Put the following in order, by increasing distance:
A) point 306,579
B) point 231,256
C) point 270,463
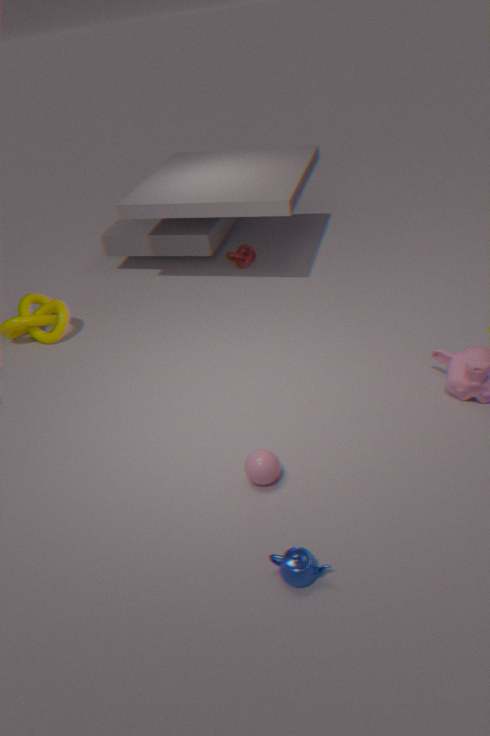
point 306,579
point 270,463
point 231,256
